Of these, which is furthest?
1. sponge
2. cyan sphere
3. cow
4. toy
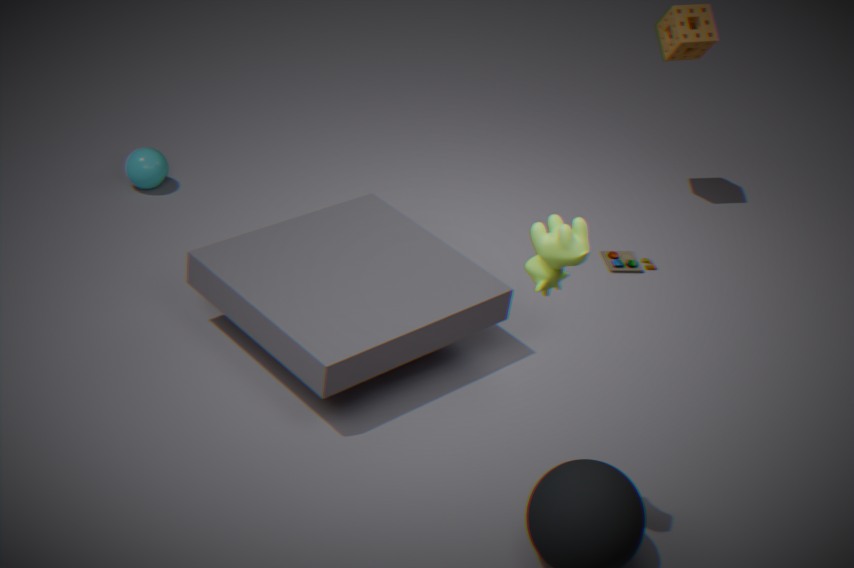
sponge
